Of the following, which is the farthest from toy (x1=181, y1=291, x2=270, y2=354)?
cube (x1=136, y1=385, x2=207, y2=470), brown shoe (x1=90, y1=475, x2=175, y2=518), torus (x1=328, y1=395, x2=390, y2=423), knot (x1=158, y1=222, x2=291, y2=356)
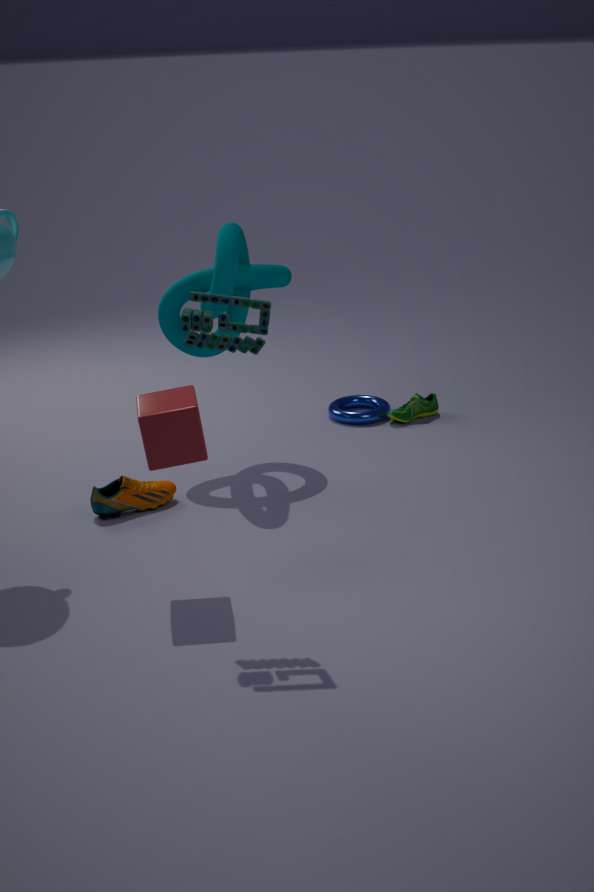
torus (x1=328, y1=395, x2=390, y2=423)
